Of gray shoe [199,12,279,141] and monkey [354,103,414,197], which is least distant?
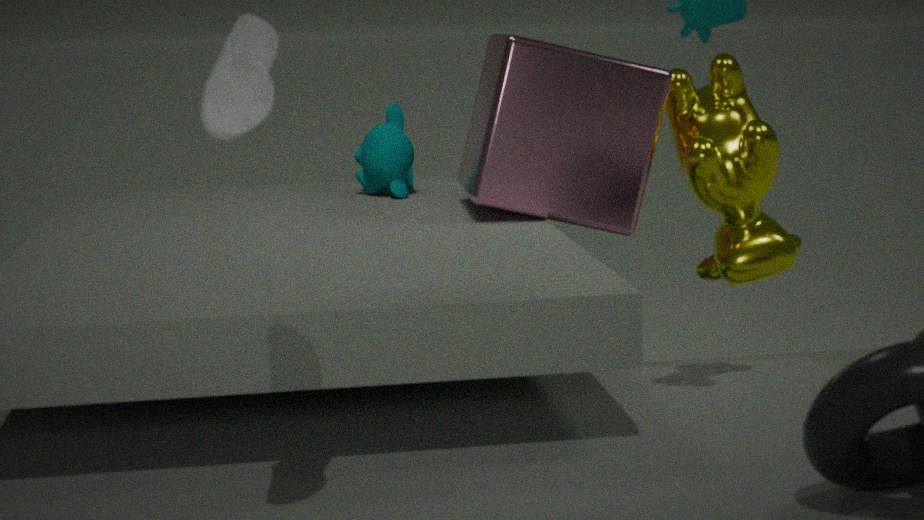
gray shoe [199,12,279,141]
